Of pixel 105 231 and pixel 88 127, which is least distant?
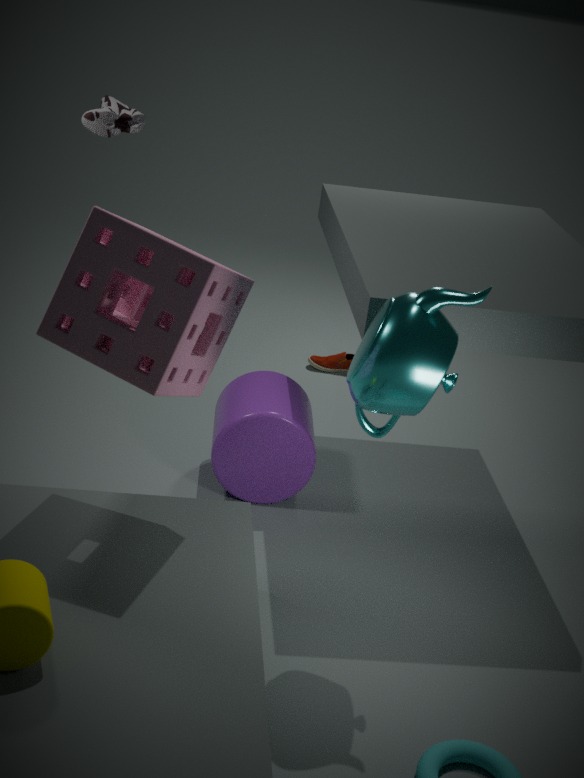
pixel 105 231
